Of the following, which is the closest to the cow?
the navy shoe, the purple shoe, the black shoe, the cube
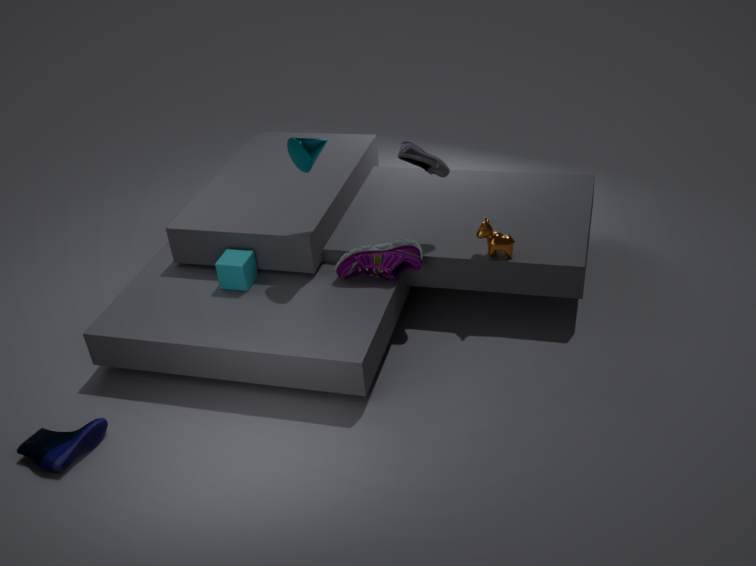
the purple shoe
